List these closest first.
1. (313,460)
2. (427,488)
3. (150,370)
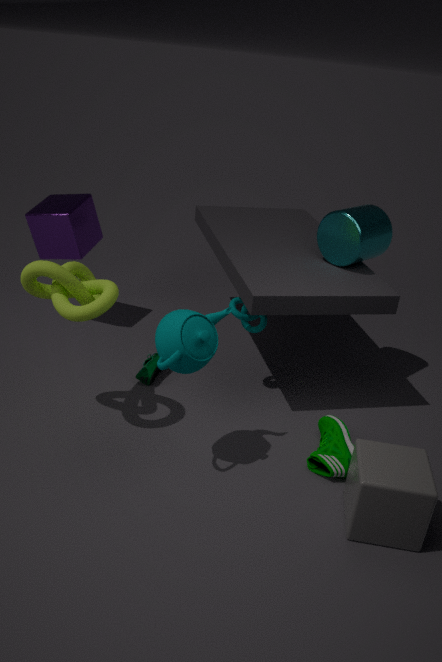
(427,488) < (313,460) < (150,370)
